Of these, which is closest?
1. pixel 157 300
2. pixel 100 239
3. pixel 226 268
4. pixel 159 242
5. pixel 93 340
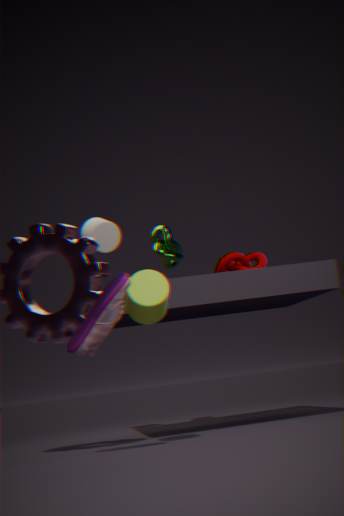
pixel 93 340
